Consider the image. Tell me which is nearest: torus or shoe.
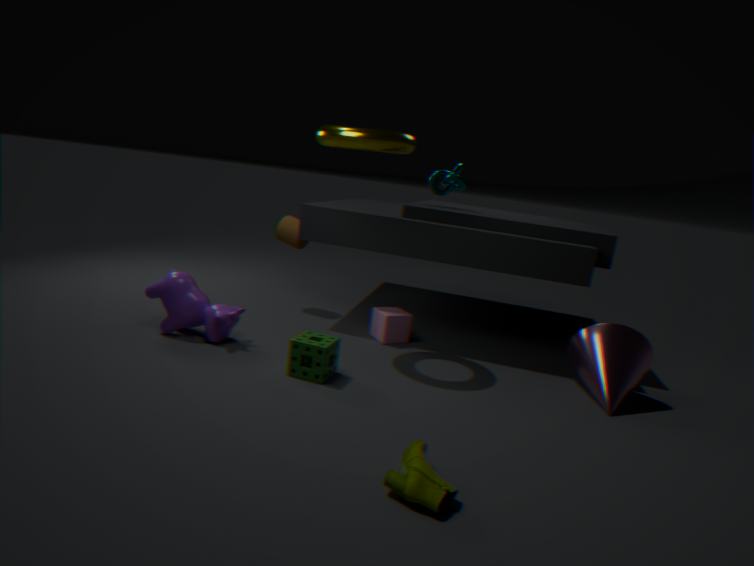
shoe
